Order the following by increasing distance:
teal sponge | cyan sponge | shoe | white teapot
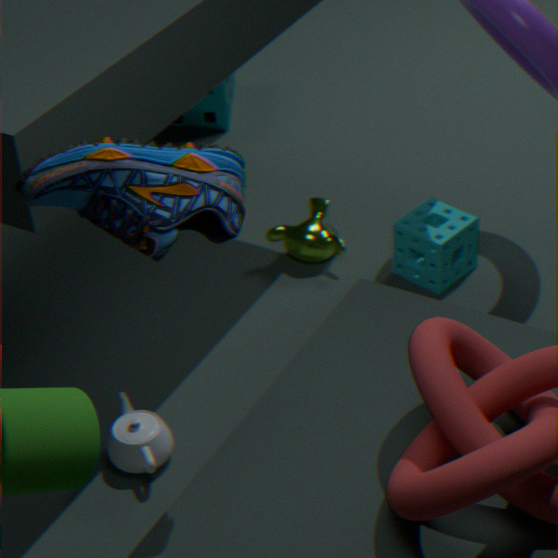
shoe, white teapot, cyan sponge, teal sponge
